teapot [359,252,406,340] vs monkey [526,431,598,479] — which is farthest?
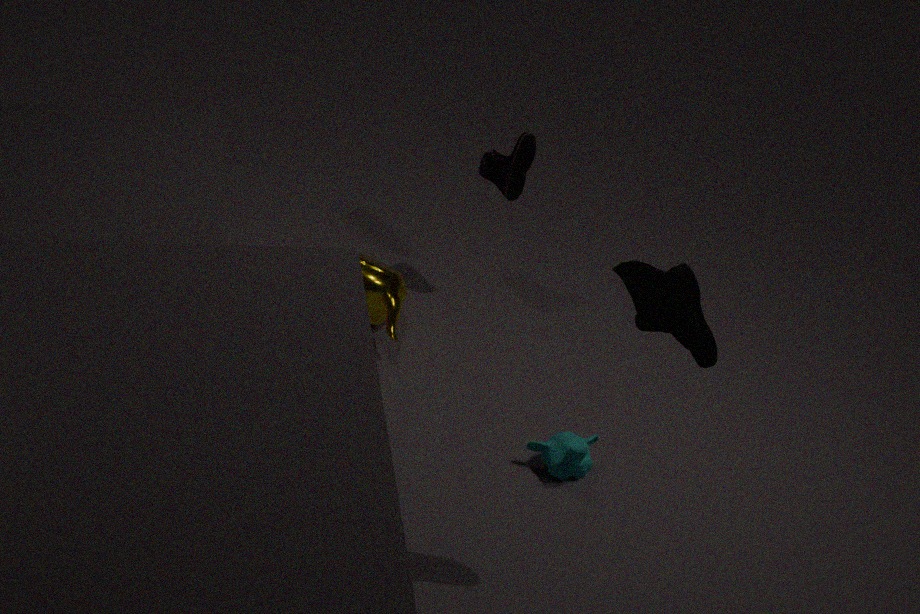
teapot [359,252,406,340]
